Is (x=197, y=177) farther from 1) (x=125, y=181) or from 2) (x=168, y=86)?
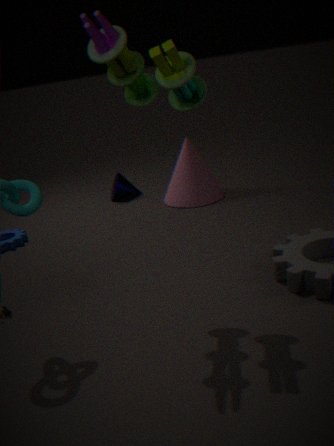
2) (x=168, y=86)
